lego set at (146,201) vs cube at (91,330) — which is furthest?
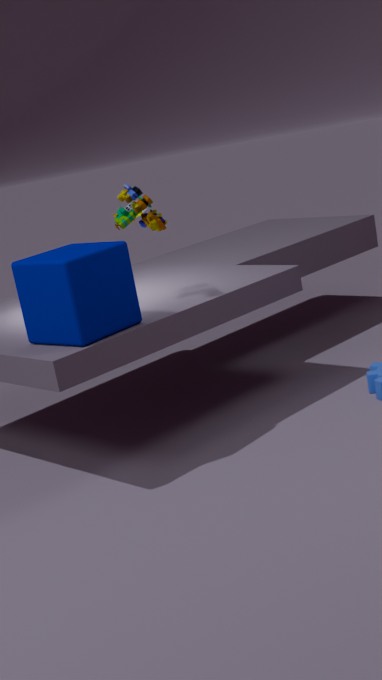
lego set at (146,201)
